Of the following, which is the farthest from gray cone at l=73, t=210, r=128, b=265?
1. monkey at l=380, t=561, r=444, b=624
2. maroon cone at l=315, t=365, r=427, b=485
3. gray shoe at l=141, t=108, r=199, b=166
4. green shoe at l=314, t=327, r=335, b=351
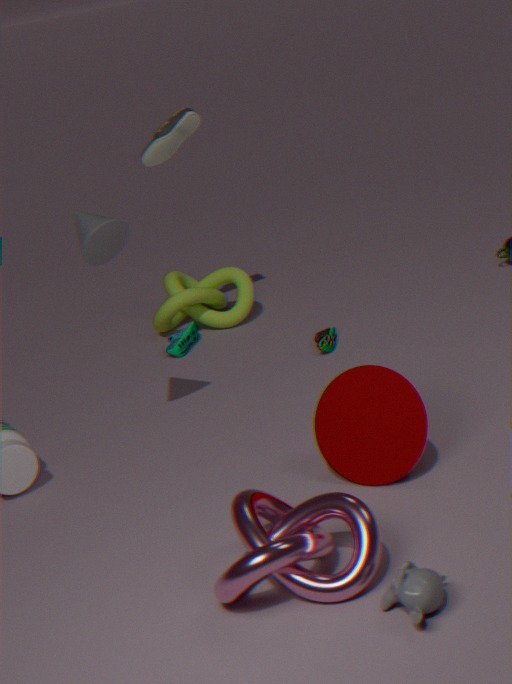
monkey at l=380, t=561, r=444, b=624
